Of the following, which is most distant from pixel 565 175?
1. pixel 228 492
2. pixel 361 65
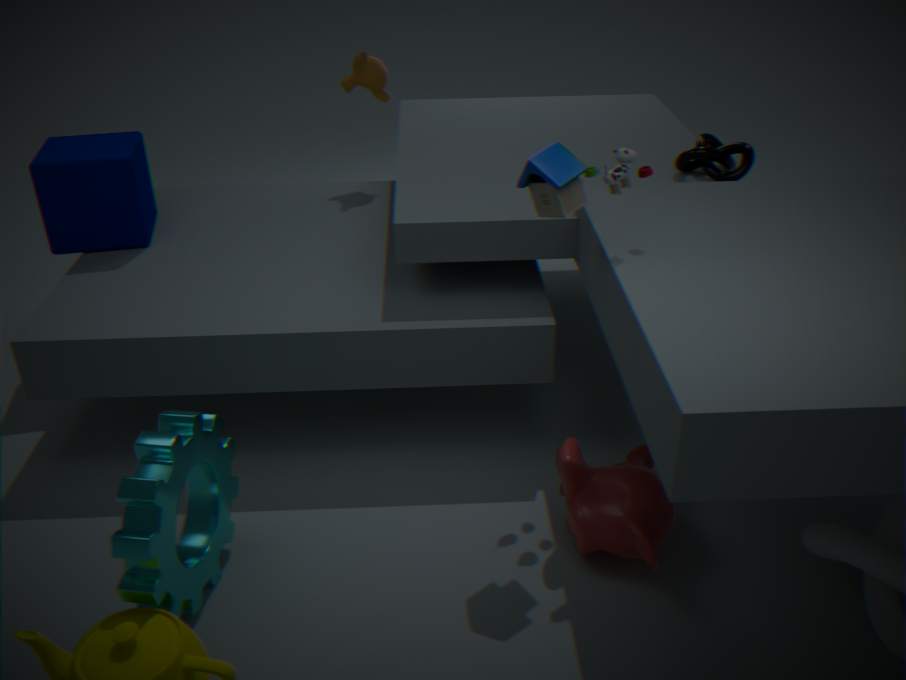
pixel 361 65
